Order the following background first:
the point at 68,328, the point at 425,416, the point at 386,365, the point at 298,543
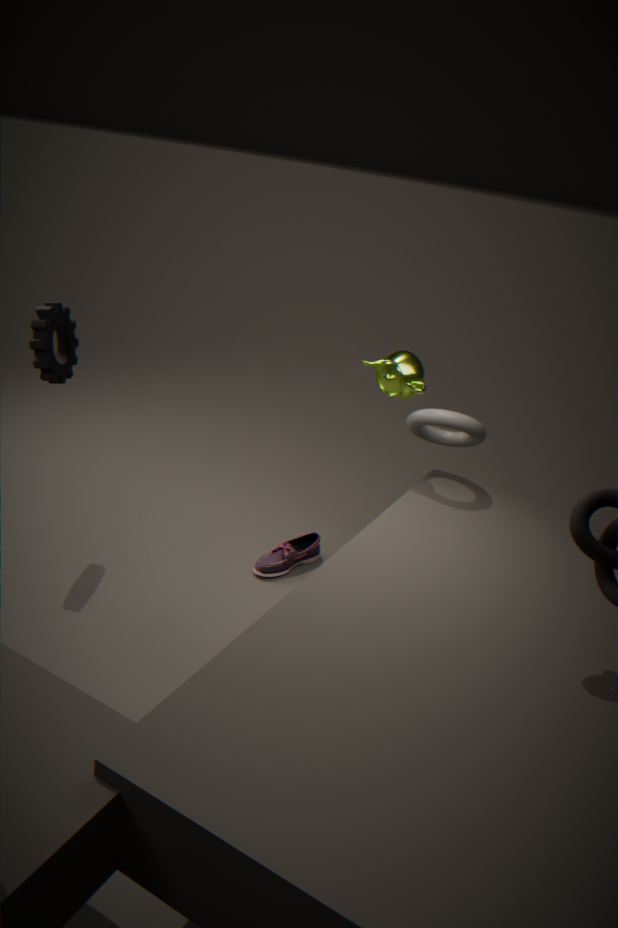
1. the point at 298,543
2. the point at 68,328
3. the point at 386,365
4. the point at 425,416
